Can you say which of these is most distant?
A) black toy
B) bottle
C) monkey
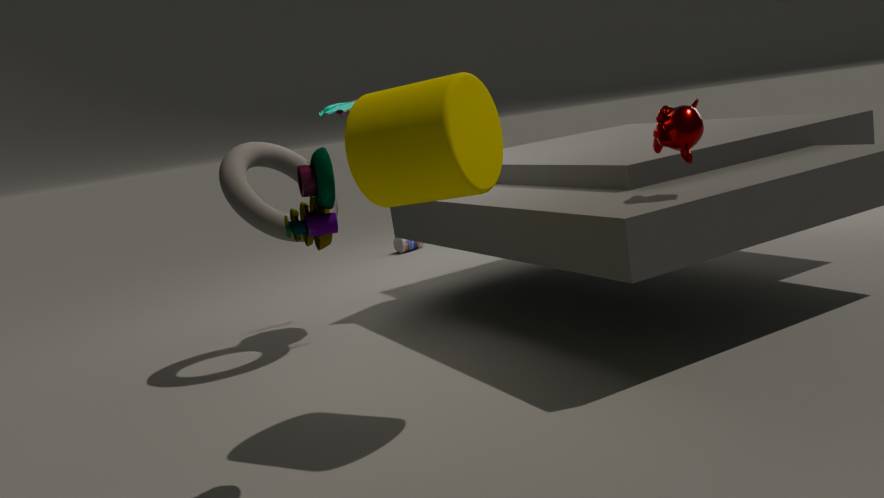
bottle
